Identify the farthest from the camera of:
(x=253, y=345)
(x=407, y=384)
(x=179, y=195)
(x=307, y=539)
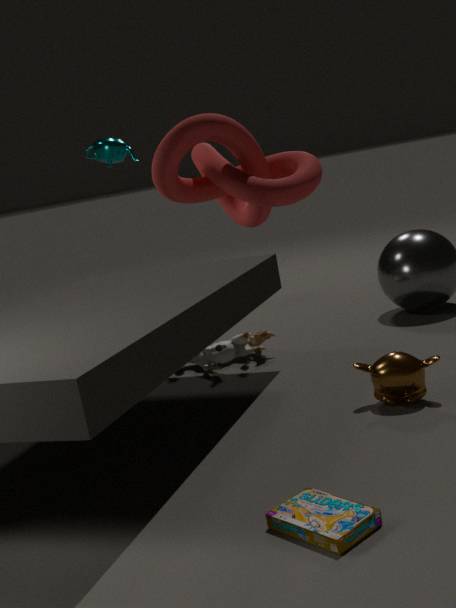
(x=253, y=345)
